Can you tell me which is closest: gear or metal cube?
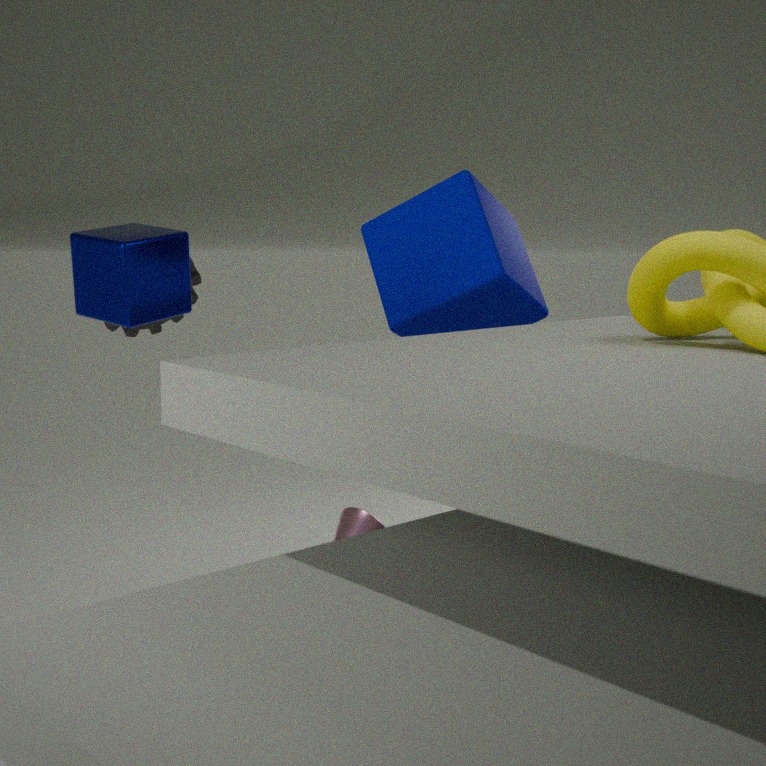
metal cube
